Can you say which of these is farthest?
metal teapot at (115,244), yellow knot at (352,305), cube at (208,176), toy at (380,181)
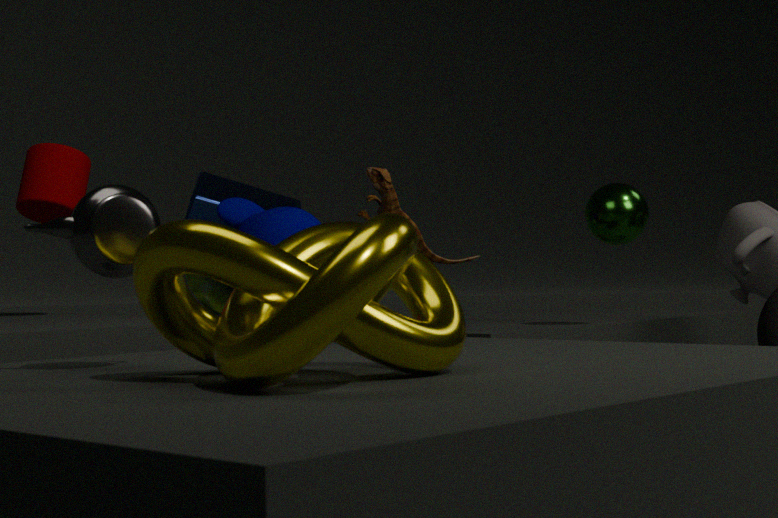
cube at (208,176)
